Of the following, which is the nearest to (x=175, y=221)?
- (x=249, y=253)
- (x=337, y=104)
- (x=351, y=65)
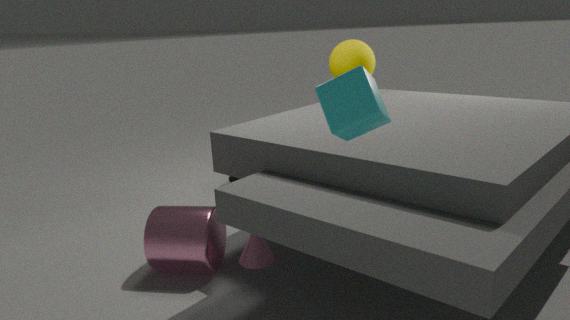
(x=249, y=253)
